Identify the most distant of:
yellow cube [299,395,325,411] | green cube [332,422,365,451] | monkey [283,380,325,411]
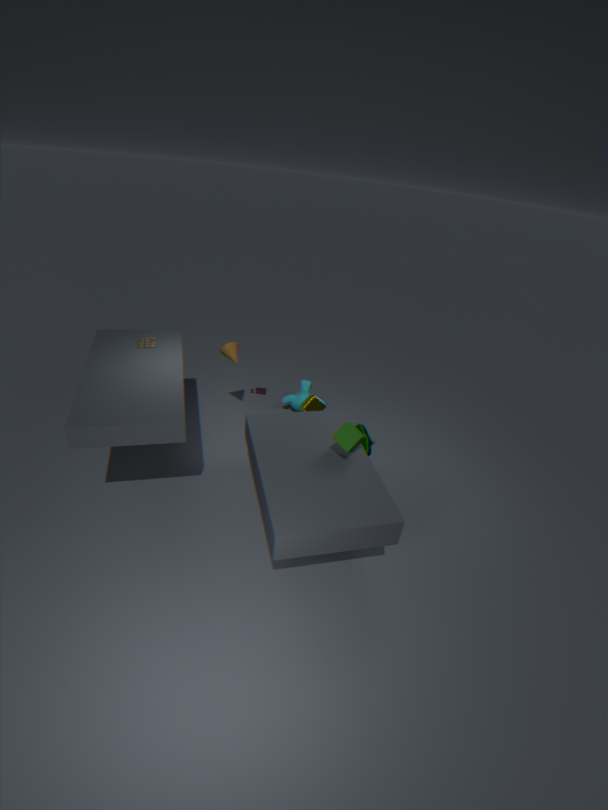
monkey [283,380,325,411]
